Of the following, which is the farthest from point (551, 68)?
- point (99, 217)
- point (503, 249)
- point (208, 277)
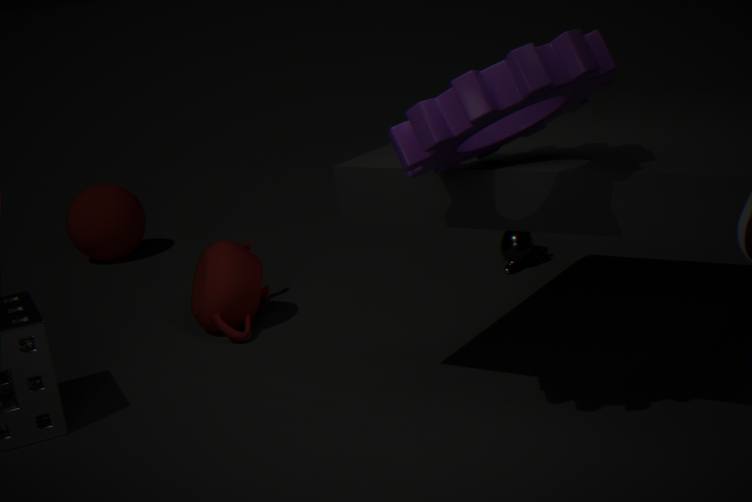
point (99, 217)
